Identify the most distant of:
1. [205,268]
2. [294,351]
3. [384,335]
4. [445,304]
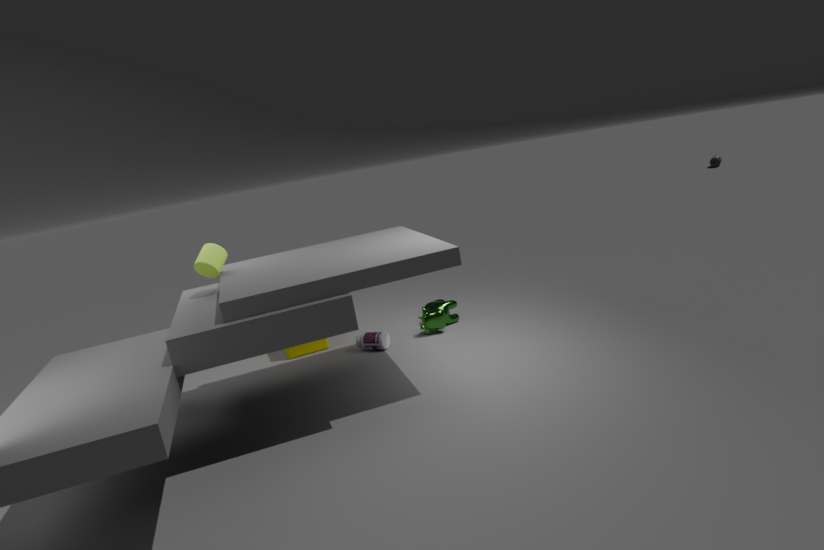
[445,304]
